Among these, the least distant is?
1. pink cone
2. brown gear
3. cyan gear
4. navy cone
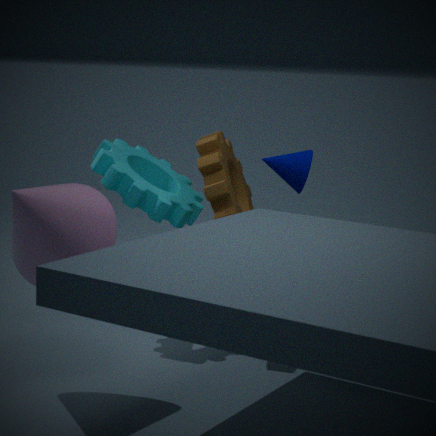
pink cone
